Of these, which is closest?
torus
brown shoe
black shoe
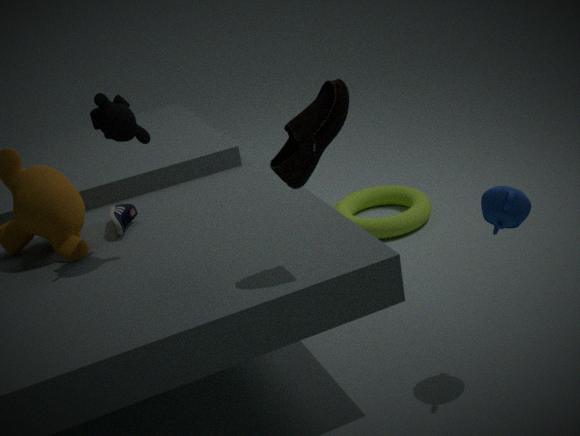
brown shoe
